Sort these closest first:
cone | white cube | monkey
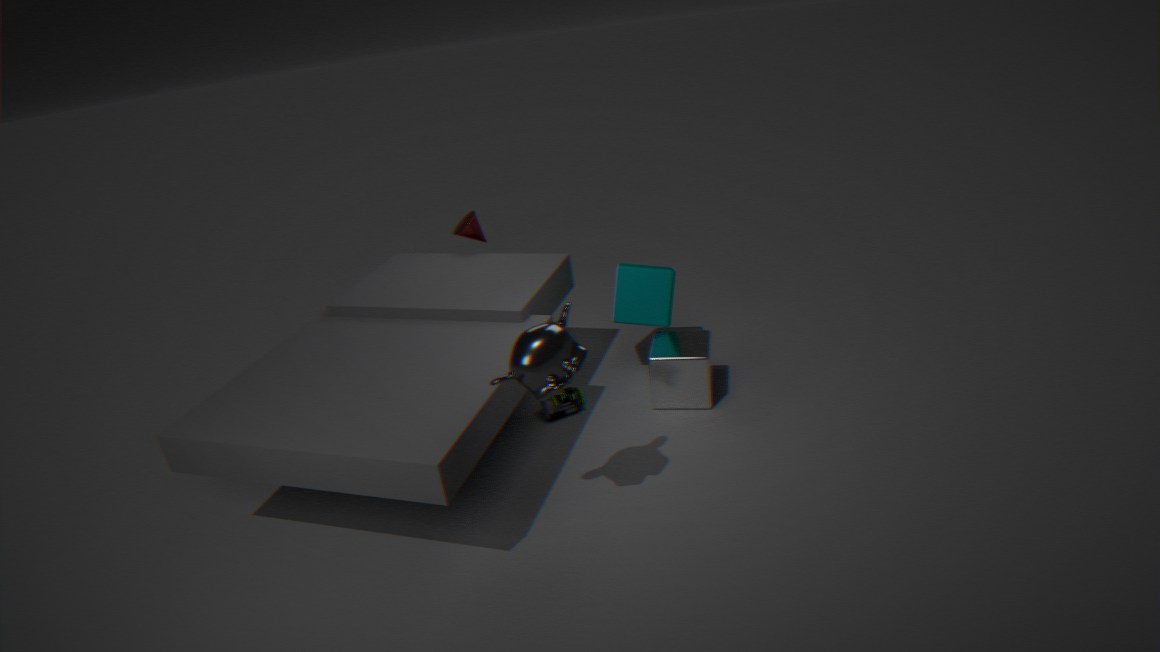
monkey
white cube
cone
